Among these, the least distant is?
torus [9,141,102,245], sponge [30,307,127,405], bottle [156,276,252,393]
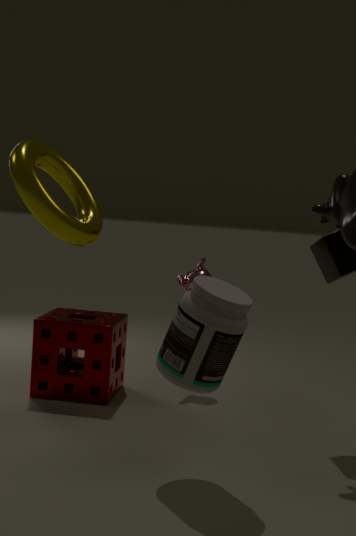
torus [9,141,102,245]
